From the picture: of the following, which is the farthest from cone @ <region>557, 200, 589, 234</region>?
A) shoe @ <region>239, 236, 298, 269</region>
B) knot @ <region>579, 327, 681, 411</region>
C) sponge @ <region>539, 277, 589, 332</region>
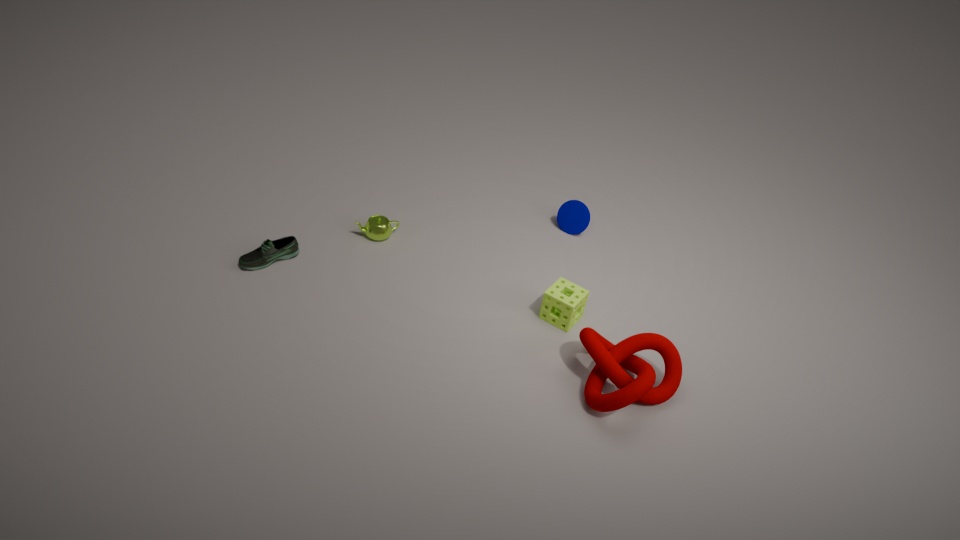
shoe @ <region>239, 236, 298, 269</region>
